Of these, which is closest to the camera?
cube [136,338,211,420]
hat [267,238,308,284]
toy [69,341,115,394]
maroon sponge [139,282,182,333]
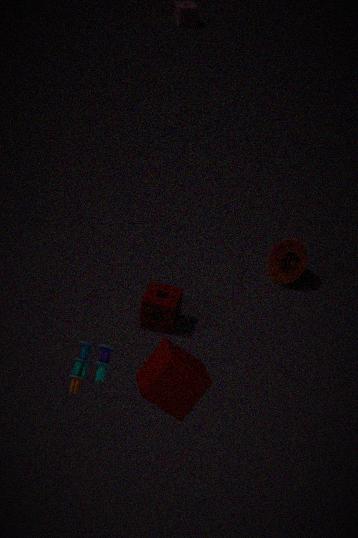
toy [69,341,115,394]
